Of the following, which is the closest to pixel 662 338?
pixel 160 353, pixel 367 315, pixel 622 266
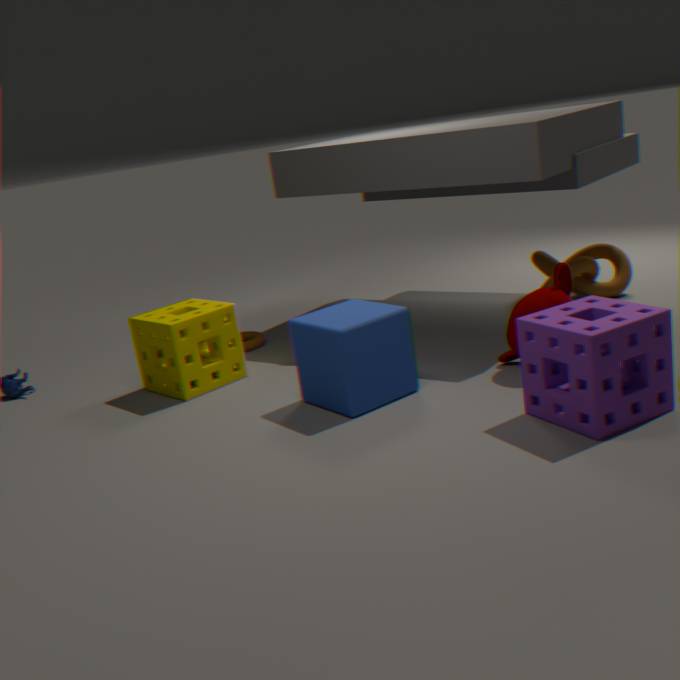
pixel 367 315
